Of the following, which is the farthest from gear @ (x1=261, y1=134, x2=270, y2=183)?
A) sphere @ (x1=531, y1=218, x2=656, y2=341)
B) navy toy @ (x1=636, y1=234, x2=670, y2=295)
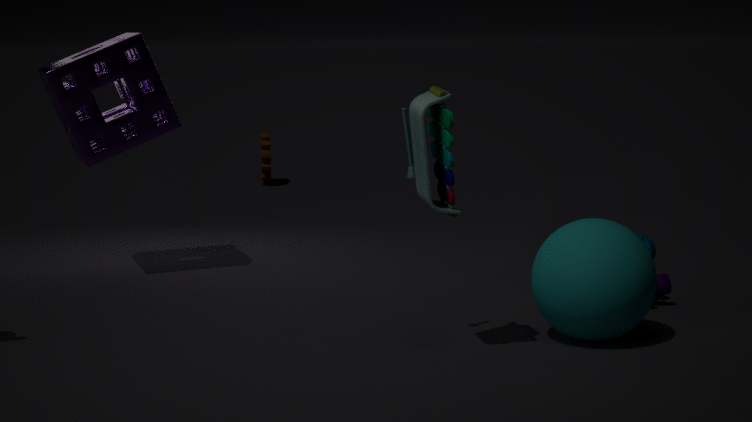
sphere @ (x1=531, y1=218, x2=656, y2=341)
